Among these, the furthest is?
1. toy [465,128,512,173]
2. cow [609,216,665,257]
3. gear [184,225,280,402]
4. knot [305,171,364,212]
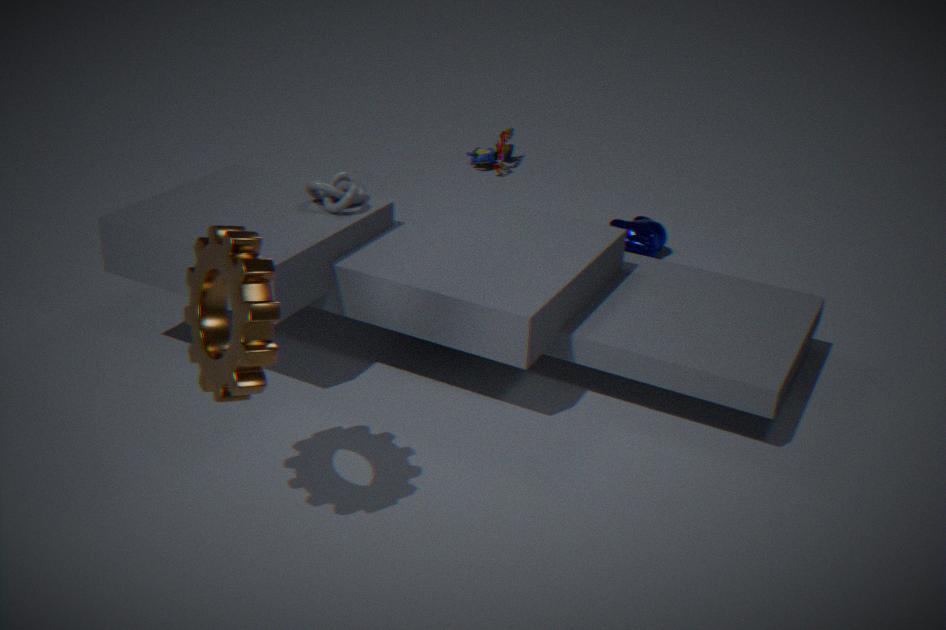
toy [465,128,512,173]
